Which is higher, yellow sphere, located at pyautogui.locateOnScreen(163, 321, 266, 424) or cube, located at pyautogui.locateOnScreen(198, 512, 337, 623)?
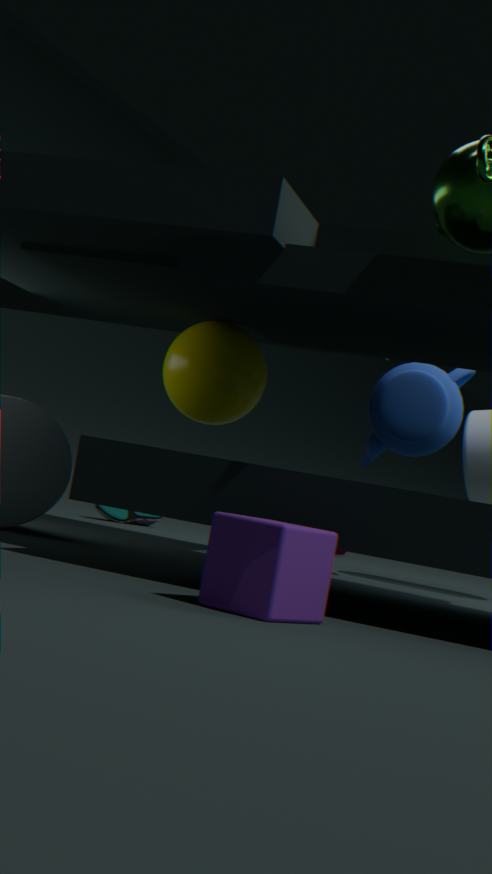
yellow sphere, located at pyautogui.locateOnScreen(163, 321, 266, 424)
